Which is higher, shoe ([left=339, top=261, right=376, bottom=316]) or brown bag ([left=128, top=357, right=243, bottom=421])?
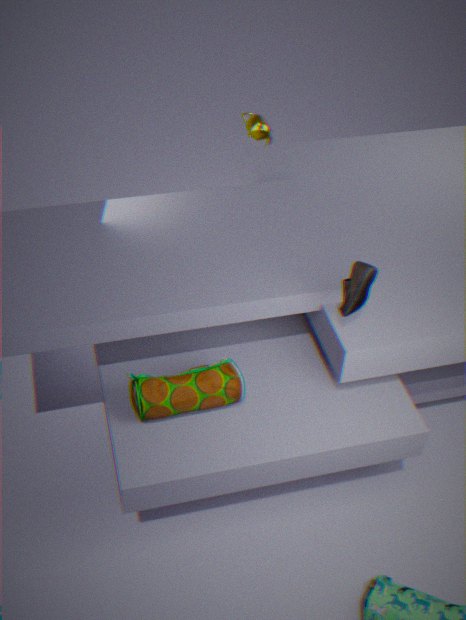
shoe ([left=339, top=261, right=376, bottom=316])
